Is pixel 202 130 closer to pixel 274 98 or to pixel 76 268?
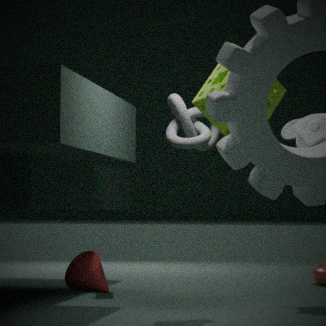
pixel 274 98
